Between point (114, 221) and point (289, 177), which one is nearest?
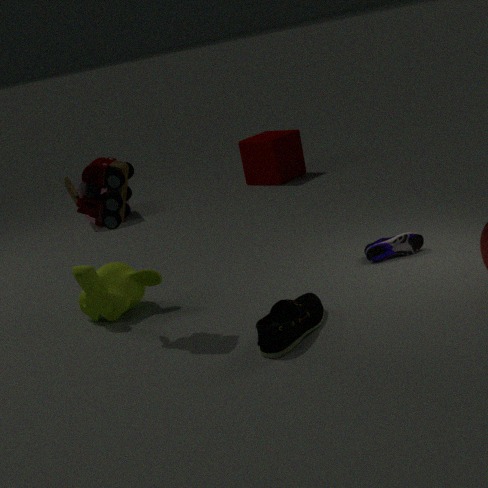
point (114, 221)
